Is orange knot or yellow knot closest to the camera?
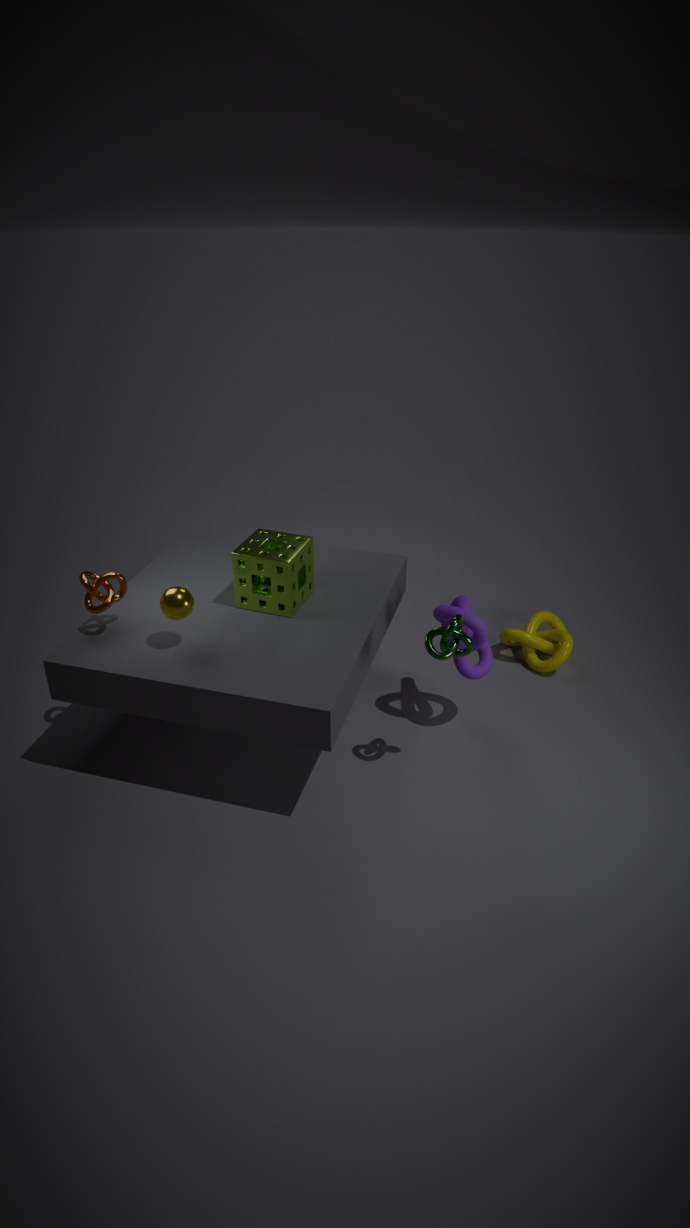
orange knot
